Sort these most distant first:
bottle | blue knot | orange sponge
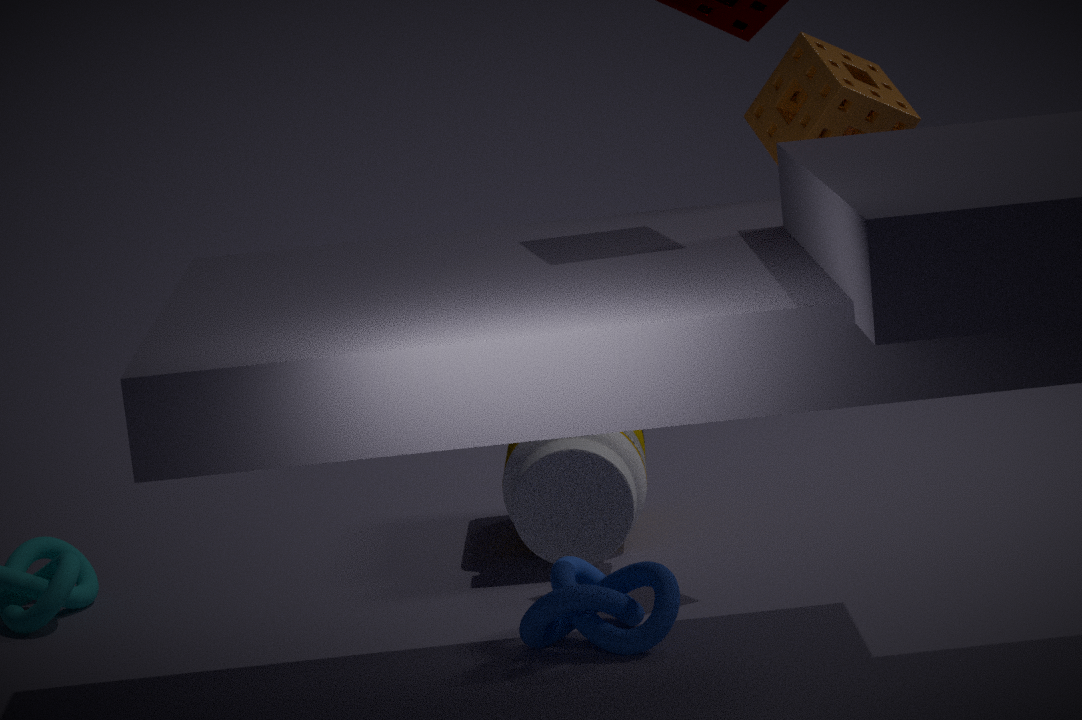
1. bottle
2. orange sponge
3. blue knot
